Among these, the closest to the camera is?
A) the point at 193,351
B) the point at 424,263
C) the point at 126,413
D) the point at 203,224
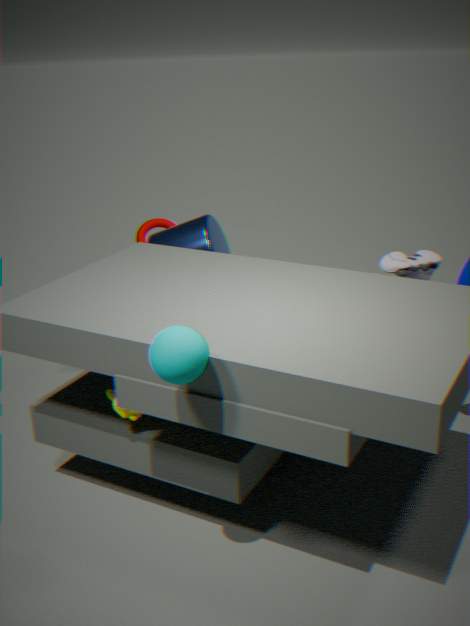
the point at 193,351
